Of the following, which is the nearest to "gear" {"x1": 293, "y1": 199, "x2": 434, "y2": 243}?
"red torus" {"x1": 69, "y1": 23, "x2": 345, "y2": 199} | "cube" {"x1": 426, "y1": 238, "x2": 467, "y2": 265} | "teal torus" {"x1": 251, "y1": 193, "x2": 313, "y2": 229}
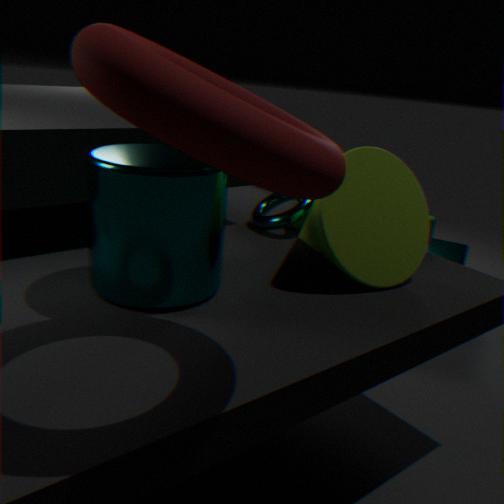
"teal torus" {"x1": 251, "y1": 193, "x2": 313, "y2": 229}
